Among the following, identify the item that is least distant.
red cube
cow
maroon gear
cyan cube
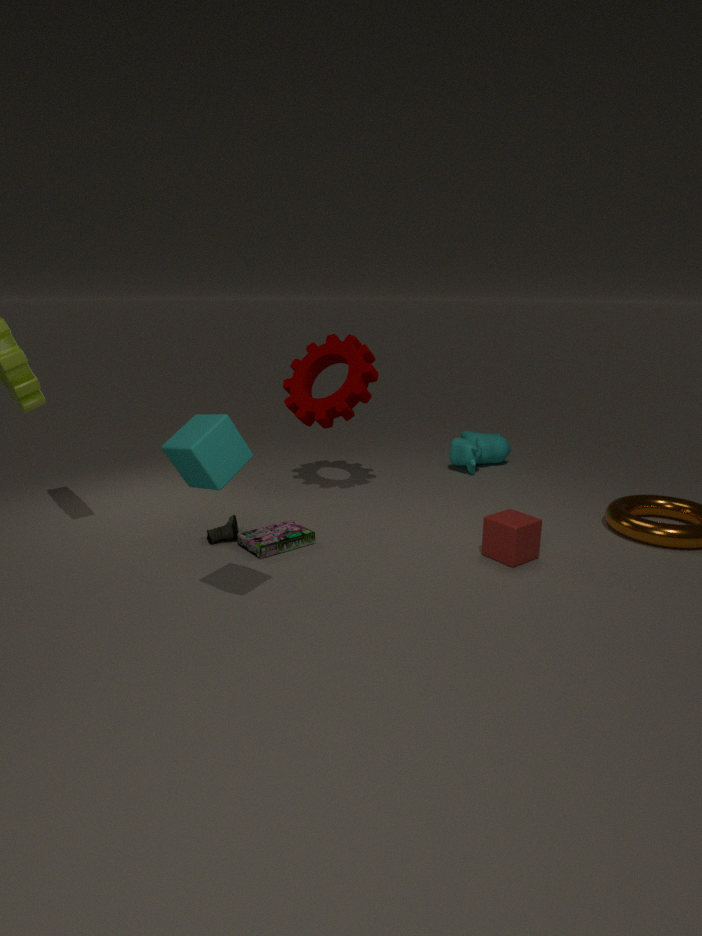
cyan cube
